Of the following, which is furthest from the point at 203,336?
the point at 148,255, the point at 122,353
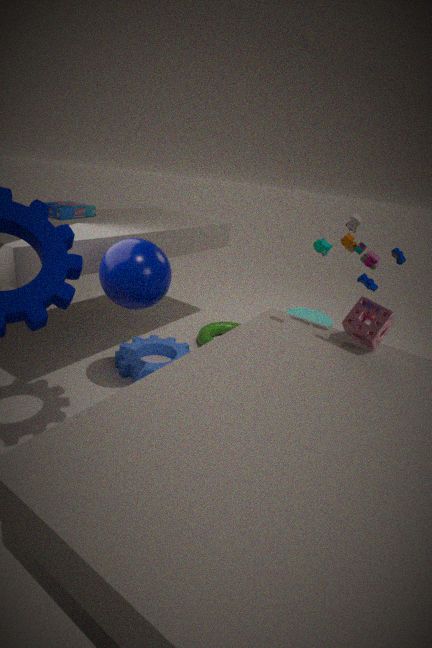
the point at 148,255
